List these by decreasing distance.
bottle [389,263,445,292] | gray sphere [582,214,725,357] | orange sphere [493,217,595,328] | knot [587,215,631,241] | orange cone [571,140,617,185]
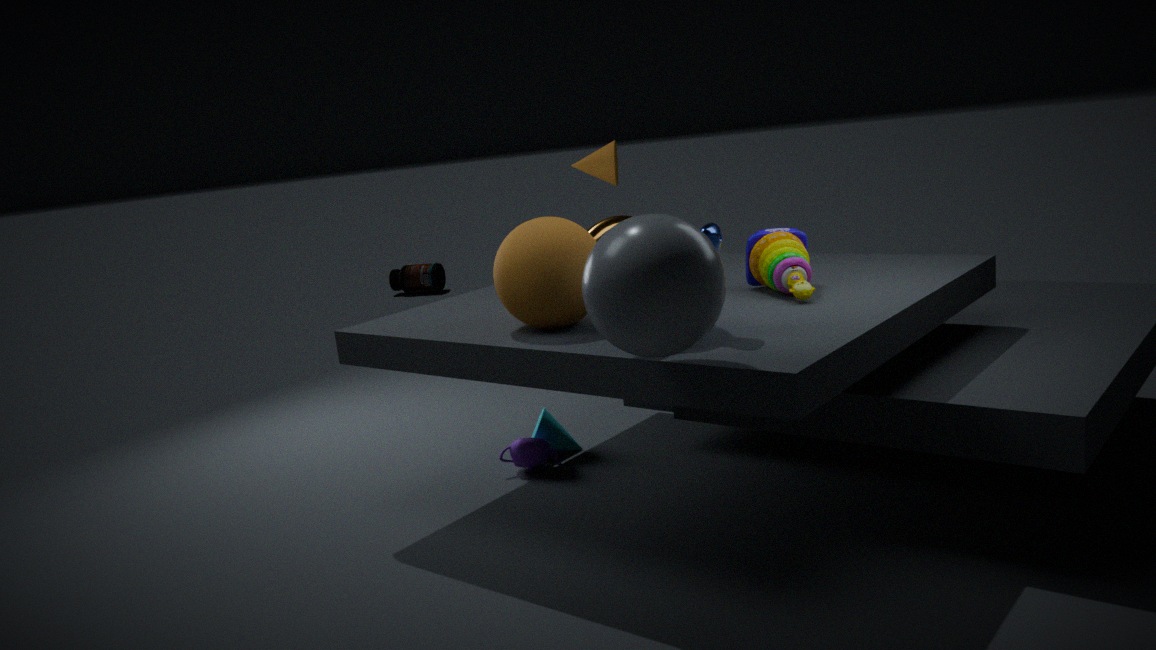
bottle [389,263,445,292] → orange cone [571,140,617,185] → knot [587,215,631,241] → orange sphere [493,217,595,328] → gray sphere [582,214,725,357]
